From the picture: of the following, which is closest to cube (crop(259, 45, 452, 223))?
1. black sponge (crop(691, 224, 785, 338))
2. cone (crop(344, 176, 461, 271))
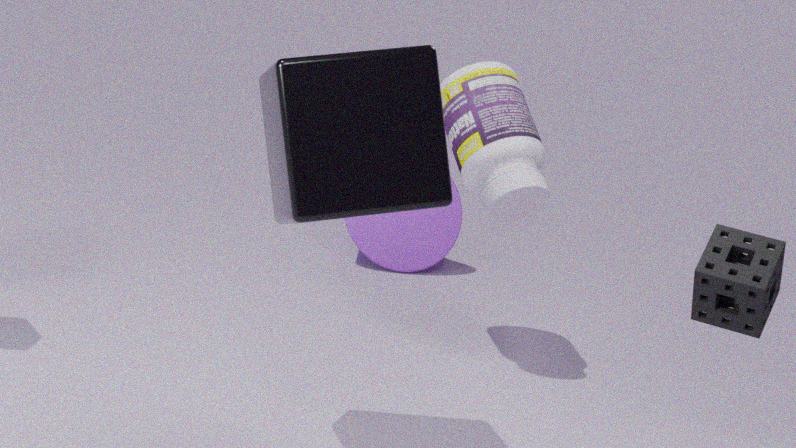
black sponge (crop(691, 224, 785, 338))
